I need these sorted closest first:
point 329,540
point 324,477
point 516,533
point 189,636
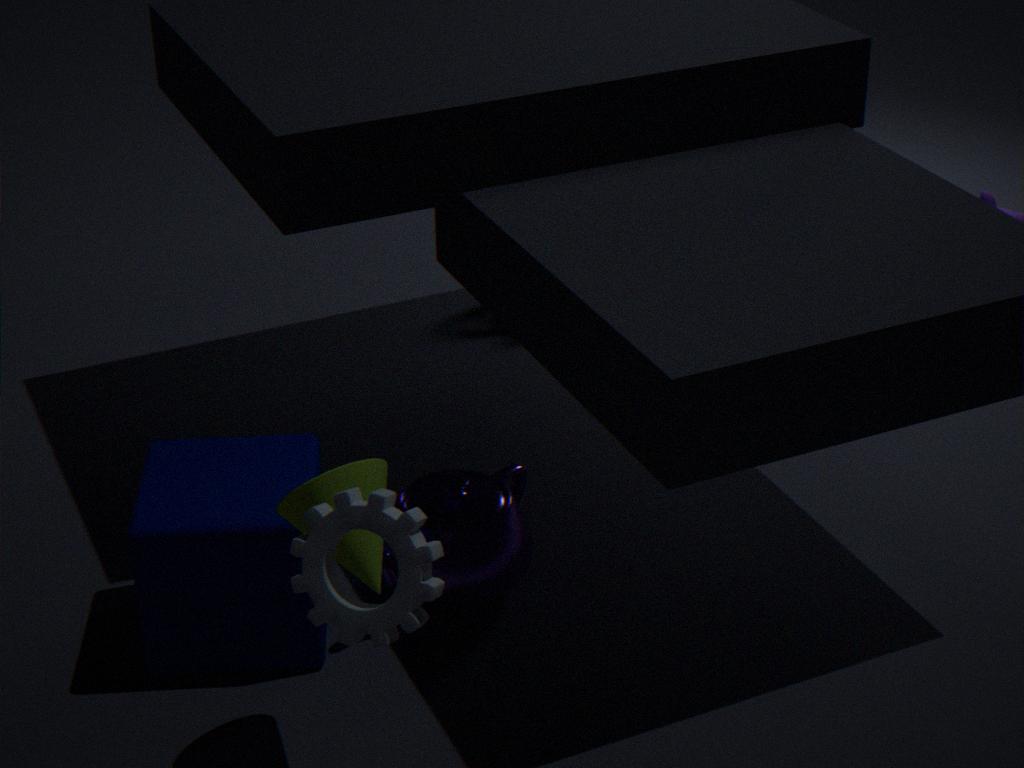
point 329,540, point 324,477, point 189,636, point 516,533
